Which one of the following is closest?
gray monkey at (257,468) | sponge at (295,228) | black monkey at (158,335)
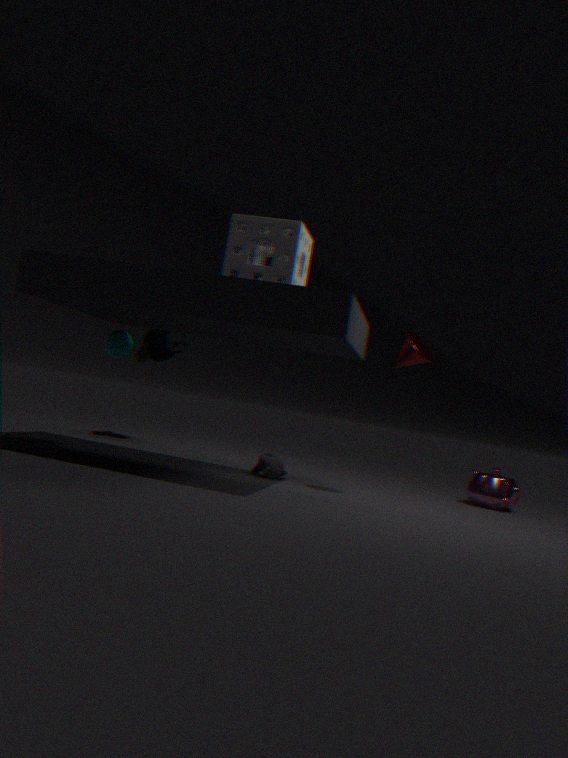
sponge at (295,228)
